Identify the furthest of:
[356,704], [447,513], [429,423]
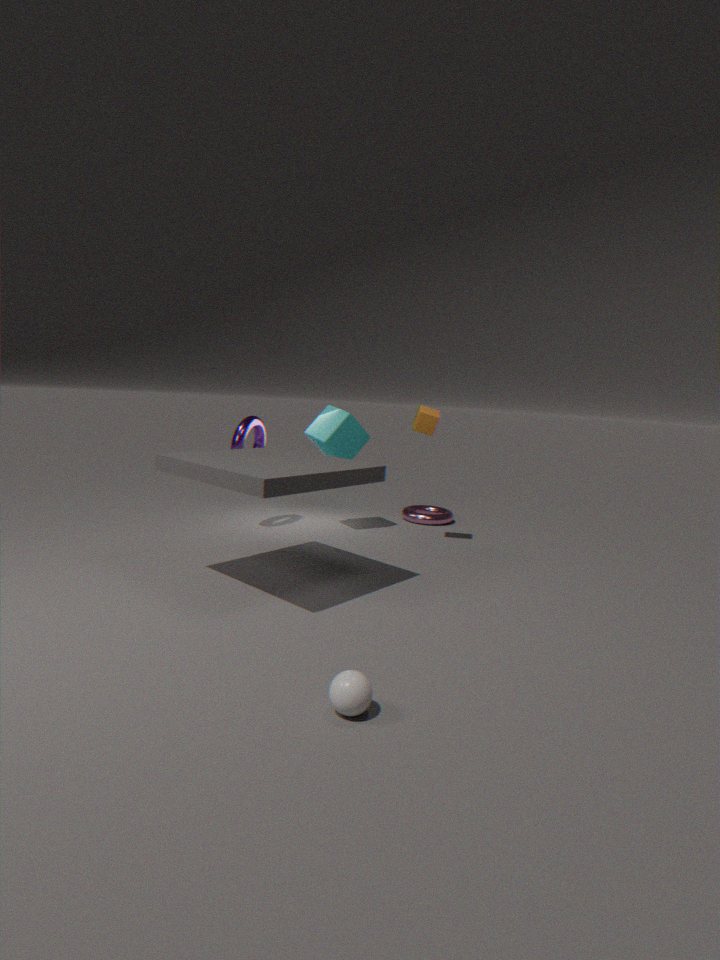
[447,513]
